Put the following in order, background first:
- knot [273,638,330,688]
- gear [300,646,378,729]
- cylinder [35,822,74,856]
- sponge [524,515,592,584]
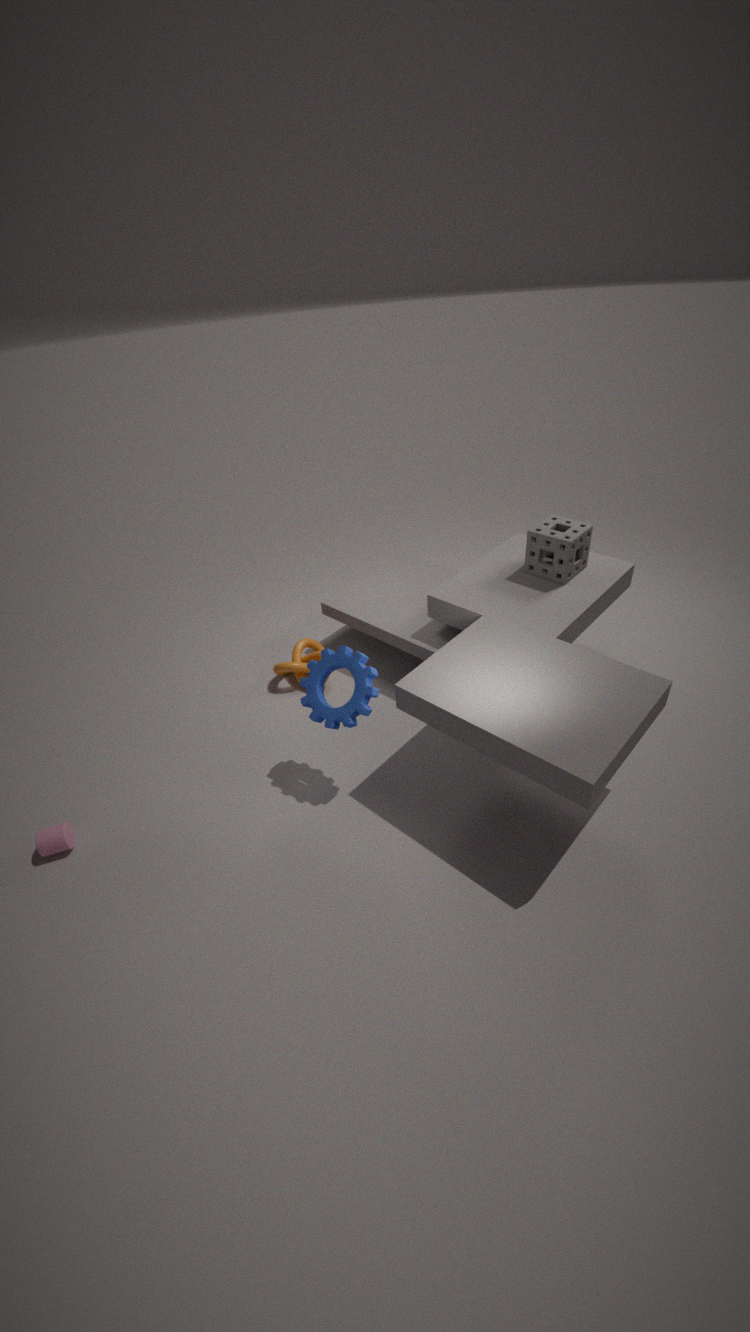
knot [273,638,330,688] → sponge [524,515,592,584] → gear [300,646,378,729] → cylinder [35,822,74,856]
